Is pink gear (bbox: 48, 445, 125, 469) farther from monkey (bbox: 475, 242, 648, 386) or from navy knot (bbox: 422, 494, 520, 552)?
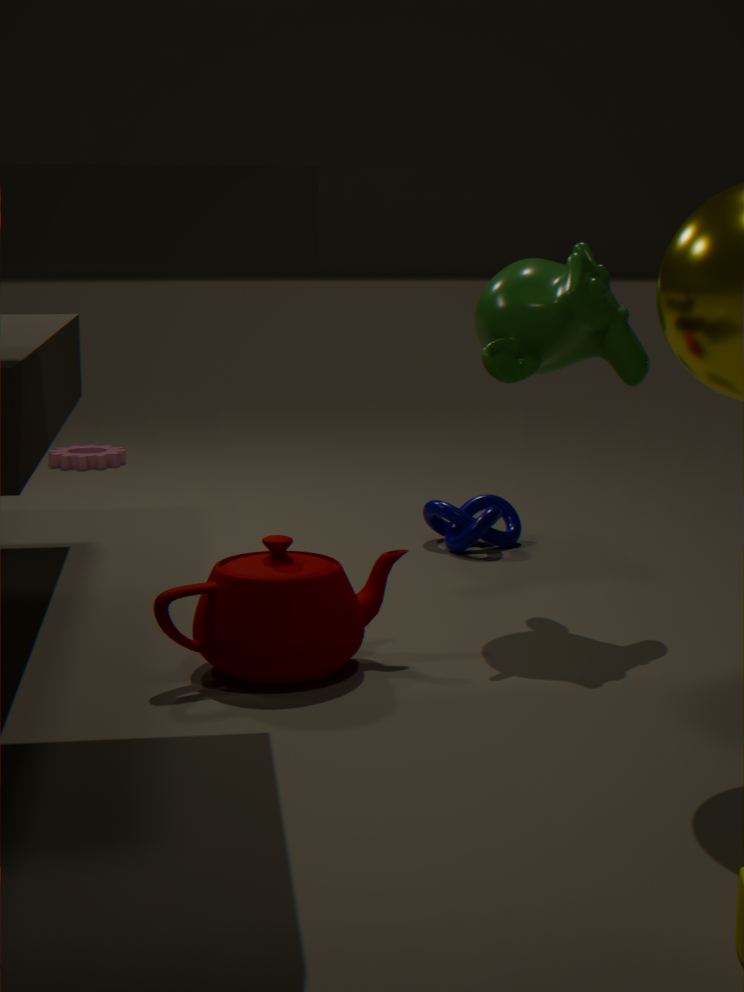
monkey (bbox: 475, 242, 648, 386)
